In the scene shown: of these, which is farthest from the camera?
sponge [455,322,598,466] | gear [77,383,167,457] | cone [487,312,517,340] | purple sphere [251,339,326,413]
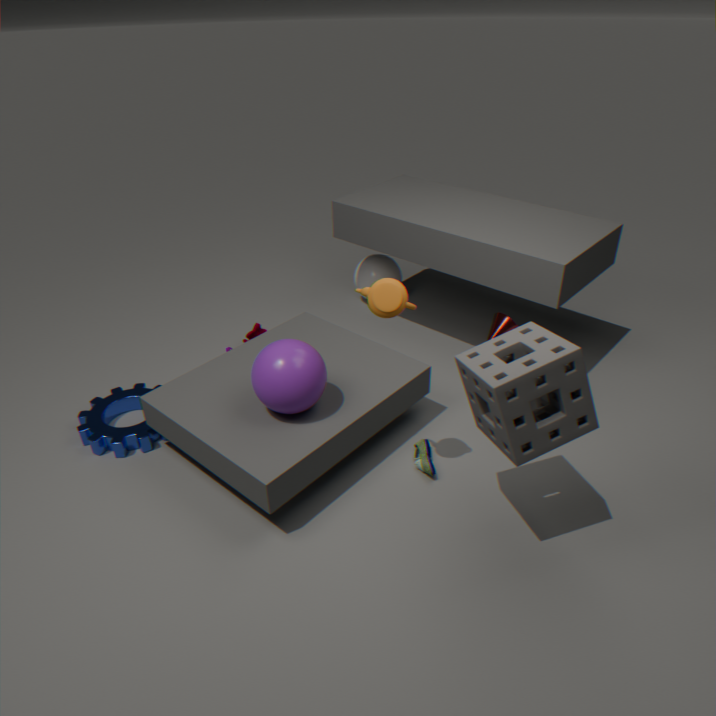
cone [487,312,517,340]
